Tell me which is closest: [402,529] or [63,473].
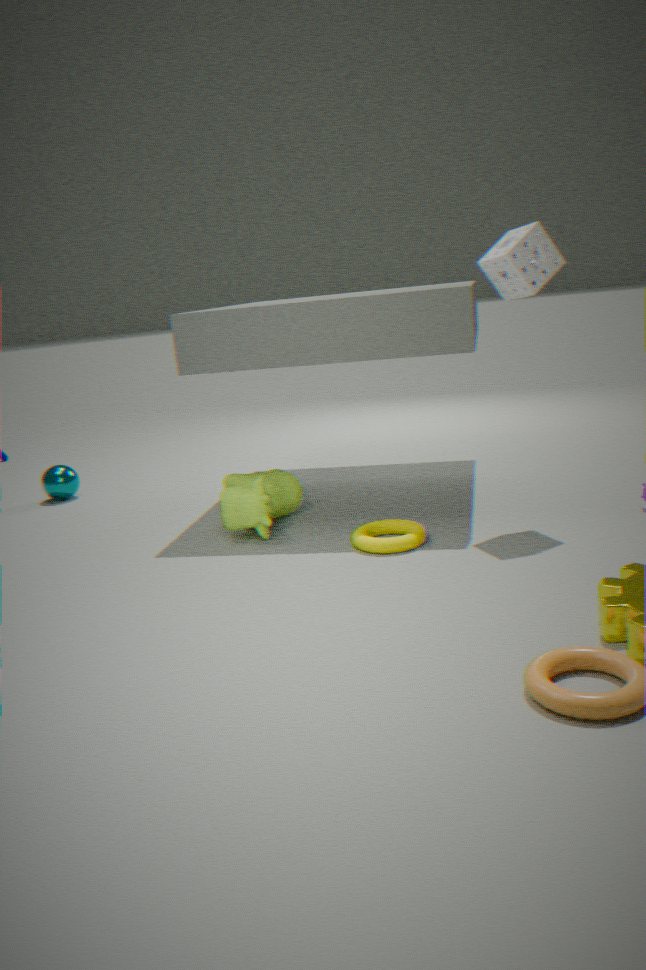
[402,529]
